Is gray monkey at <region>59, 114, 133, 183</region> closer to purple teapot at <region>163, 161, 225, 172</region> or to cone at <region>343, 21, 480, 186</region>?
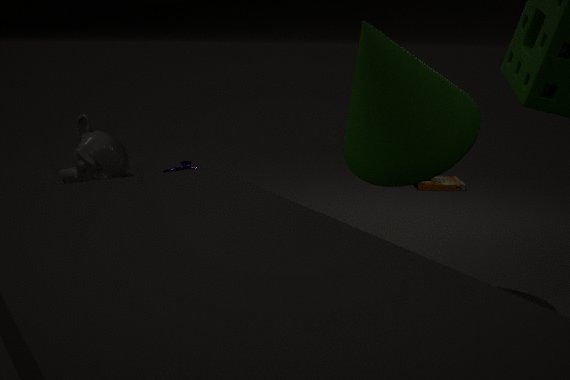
purple teapot at <region>163, 161, 225, 172</region>
